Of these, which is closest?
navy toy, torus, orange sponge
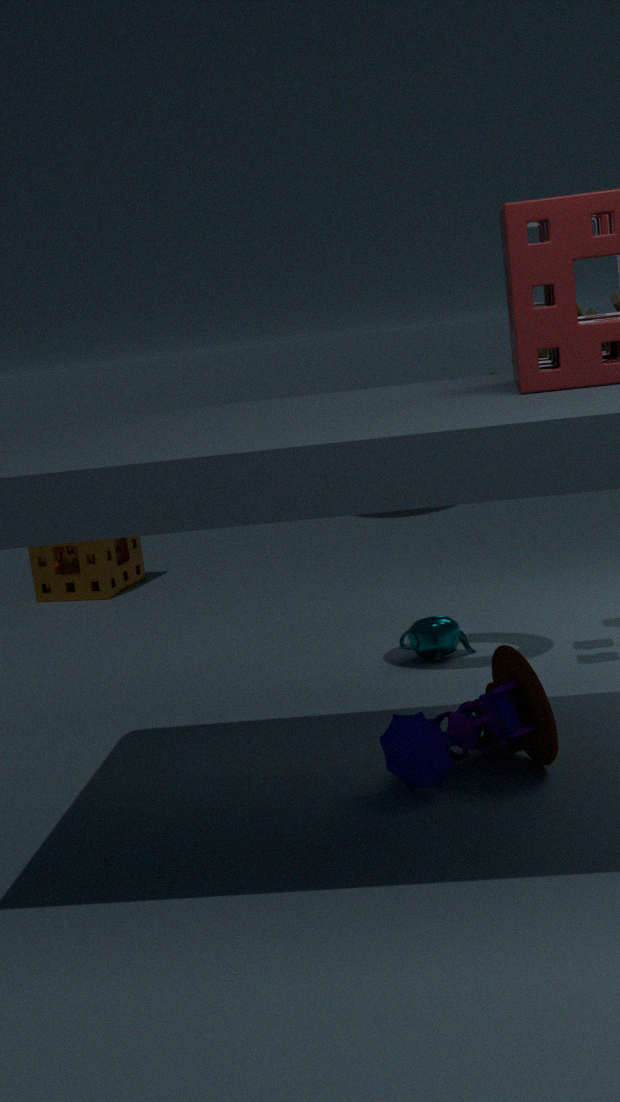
navy toy
